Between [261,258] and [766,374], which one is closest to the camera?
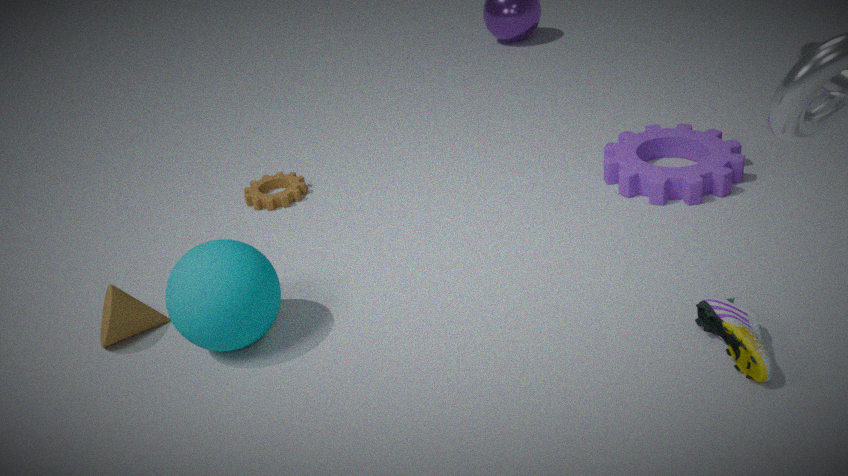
[766,374]
